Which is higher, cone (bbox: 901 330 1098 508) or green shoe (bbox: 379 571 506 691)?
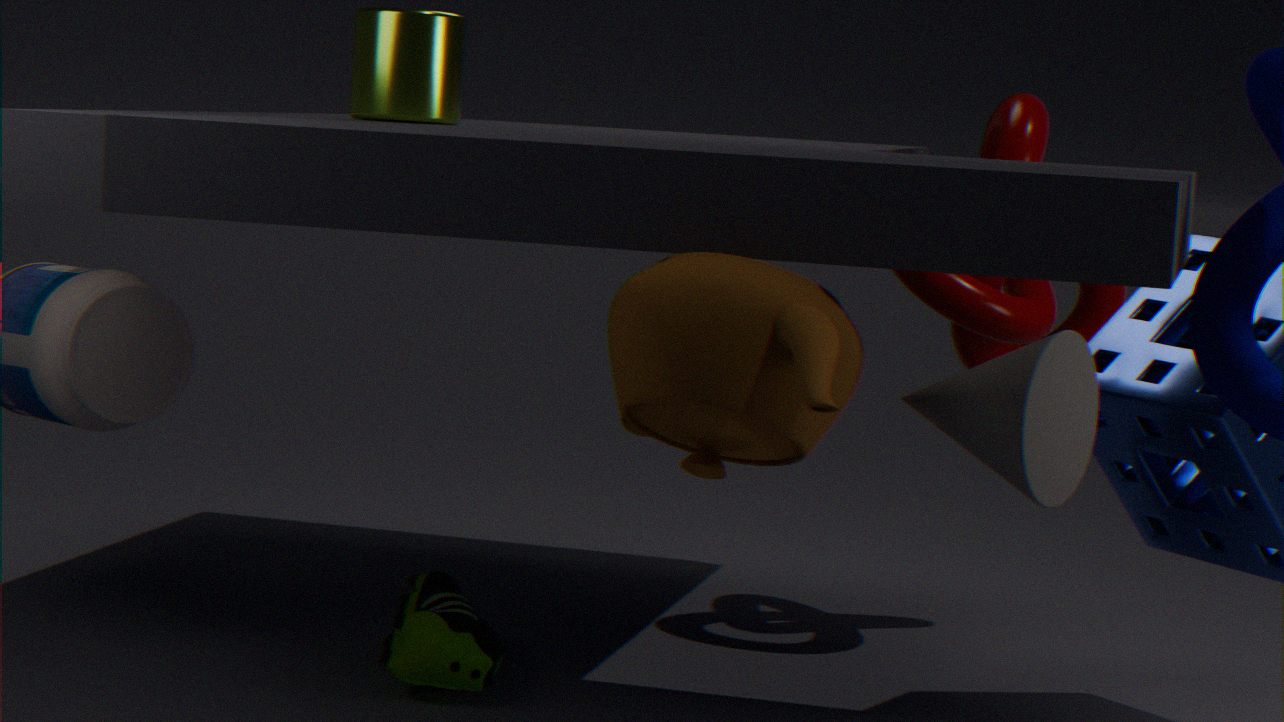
cone (bbox: 901 330 1098 508)
